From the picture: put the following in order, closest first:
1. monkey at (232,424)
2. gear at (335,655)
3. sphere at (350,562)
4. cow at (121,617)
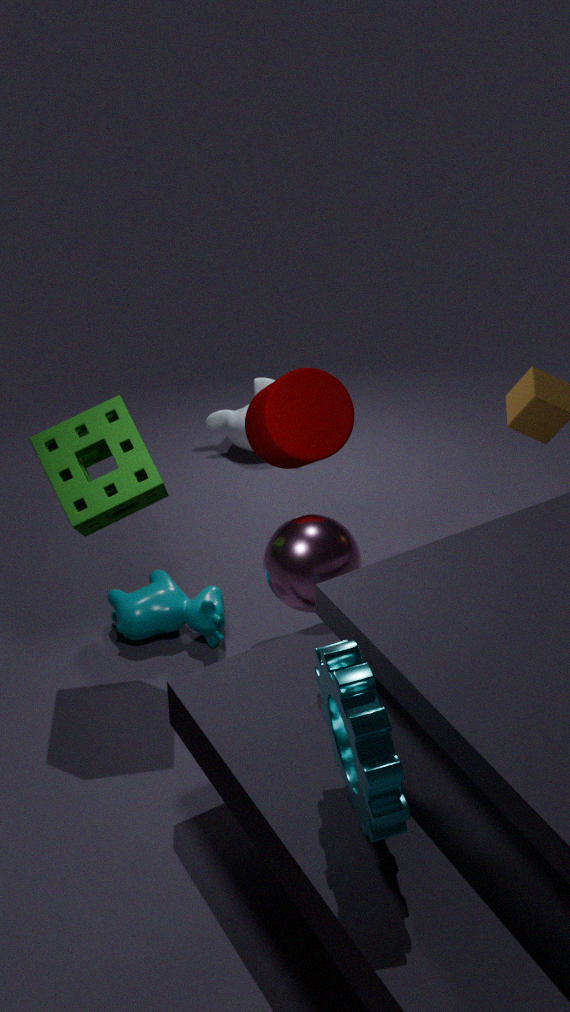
gear at (335,655) < sphere at (350,562) < cow at (121,617) < monkey at (232,424)
